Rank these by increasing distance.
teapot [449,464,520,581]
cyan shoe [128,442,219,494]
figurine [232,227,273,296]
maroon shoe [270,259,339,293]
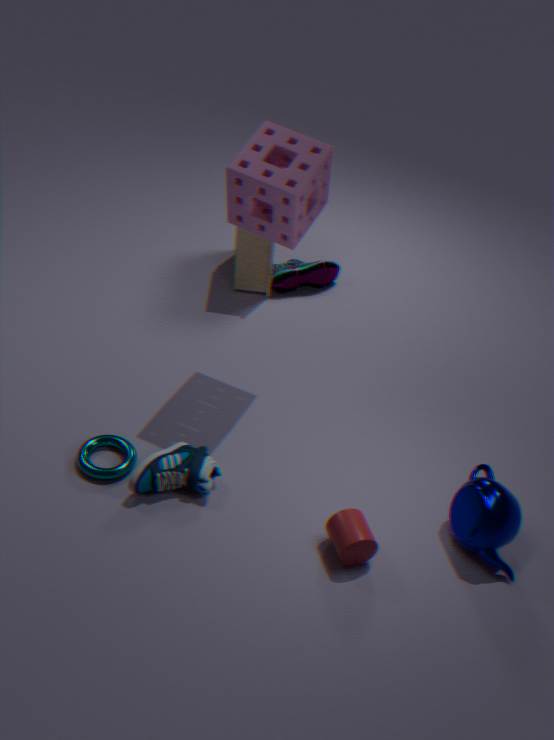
teapot [449,464,520,581]
cyan shoe [128,442,219,494]
figurine [232,227,273,296]
maroon shoe [270,259,339,293]
